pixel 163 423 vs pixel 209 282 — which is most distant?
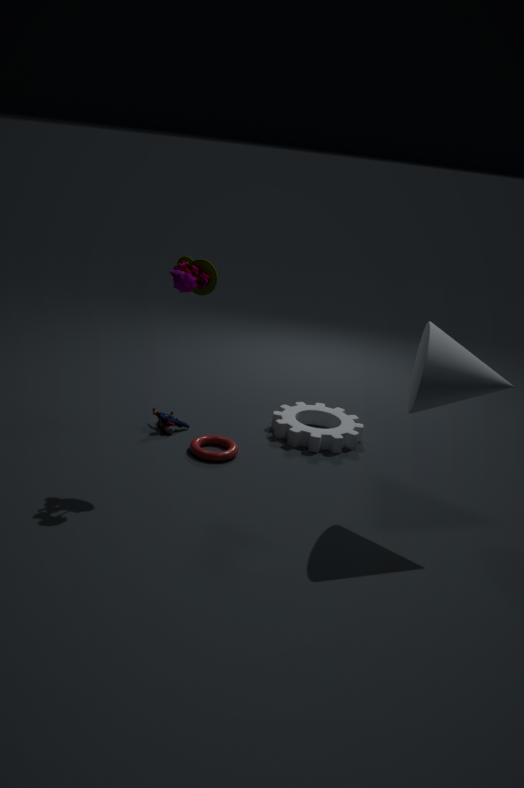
pixel 163 423
